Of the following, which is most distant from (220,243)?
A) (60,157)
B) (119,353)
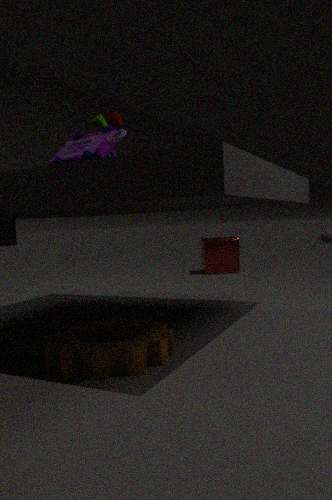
(119,353)
